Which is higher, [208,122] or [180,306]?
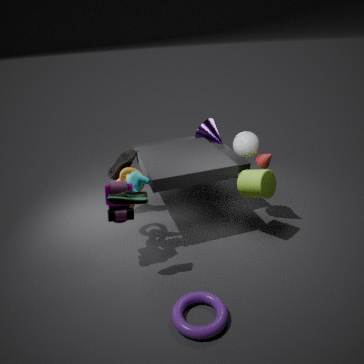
[208,122]
